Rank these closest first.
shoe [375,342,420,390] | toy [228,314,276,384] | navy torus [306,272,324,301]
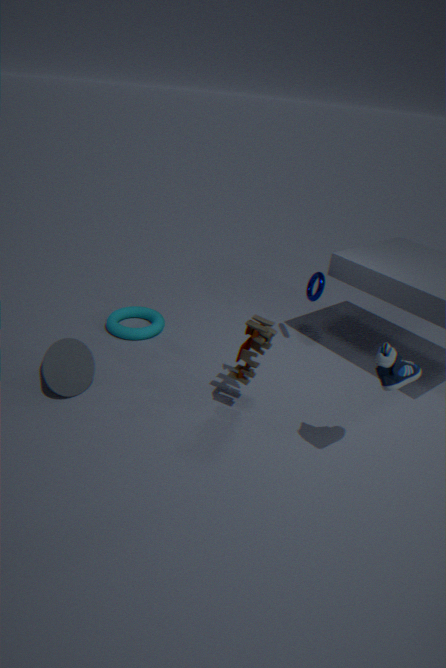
shoe [375,342,420,390]
toy [228,314,276,384]
navy torus [306,272,324,301]
